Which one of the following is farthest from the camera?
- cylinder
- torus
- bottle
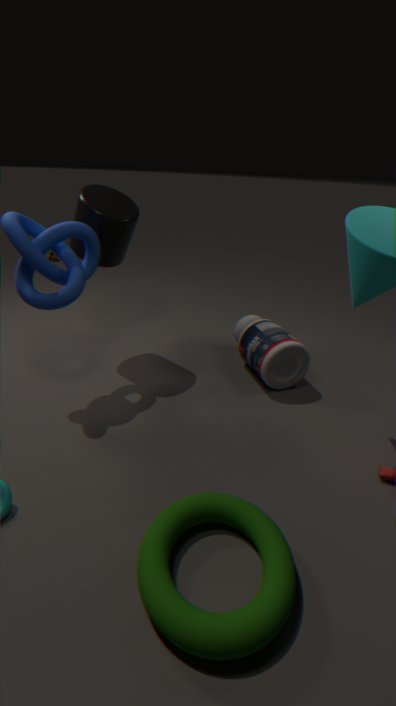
bottle
